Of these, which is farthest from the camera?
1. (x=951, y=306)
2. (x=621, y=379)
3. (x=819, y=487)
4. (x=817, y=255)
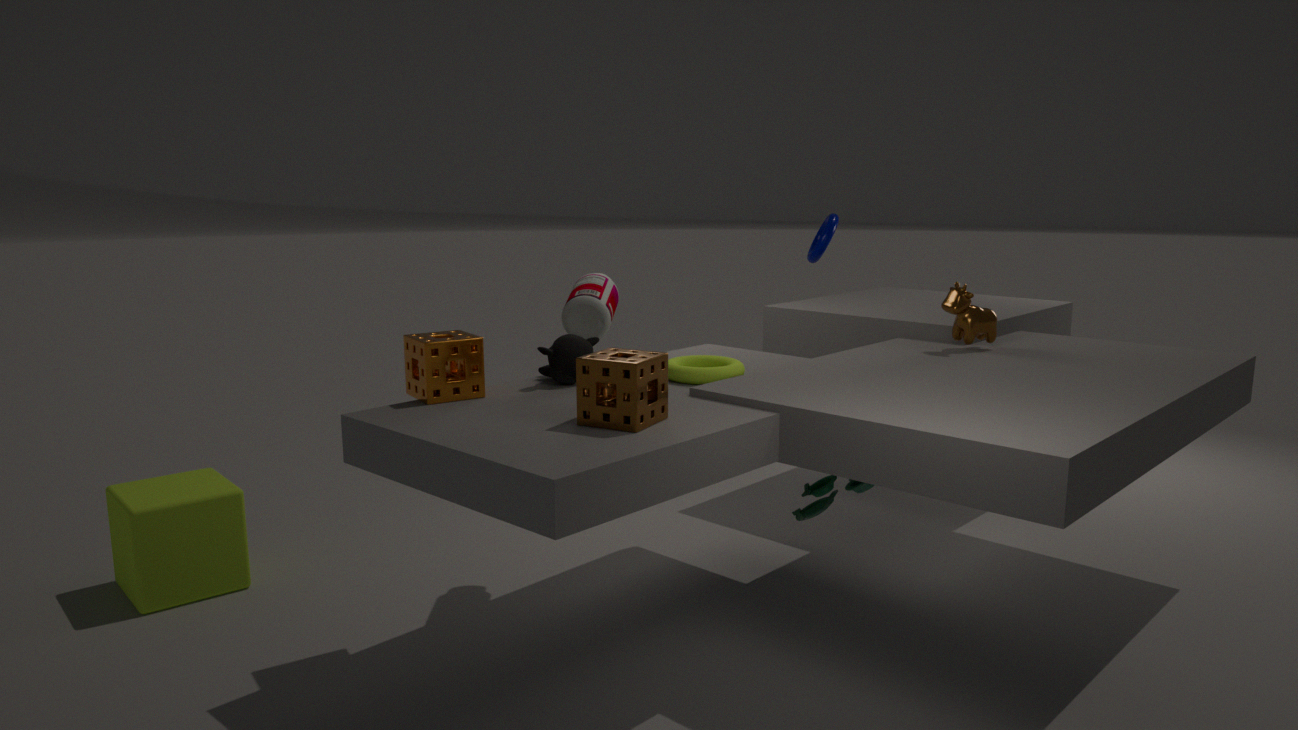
(x=817, y=255)
